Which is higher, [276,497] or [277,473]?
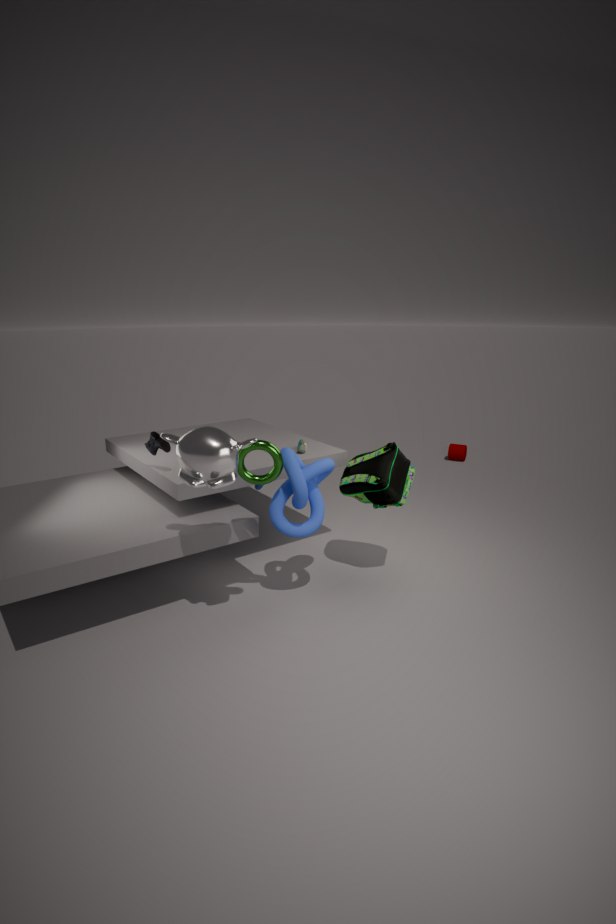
[277,473]
